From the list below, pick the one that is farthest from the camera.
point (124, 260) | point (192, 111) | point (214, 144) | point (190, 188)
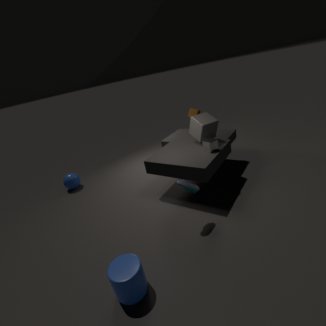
point (192, 111)
